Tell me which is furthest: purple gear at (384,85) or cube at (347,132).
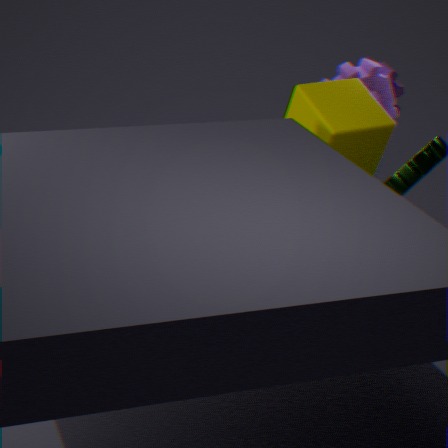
purple gear at (384,85)
